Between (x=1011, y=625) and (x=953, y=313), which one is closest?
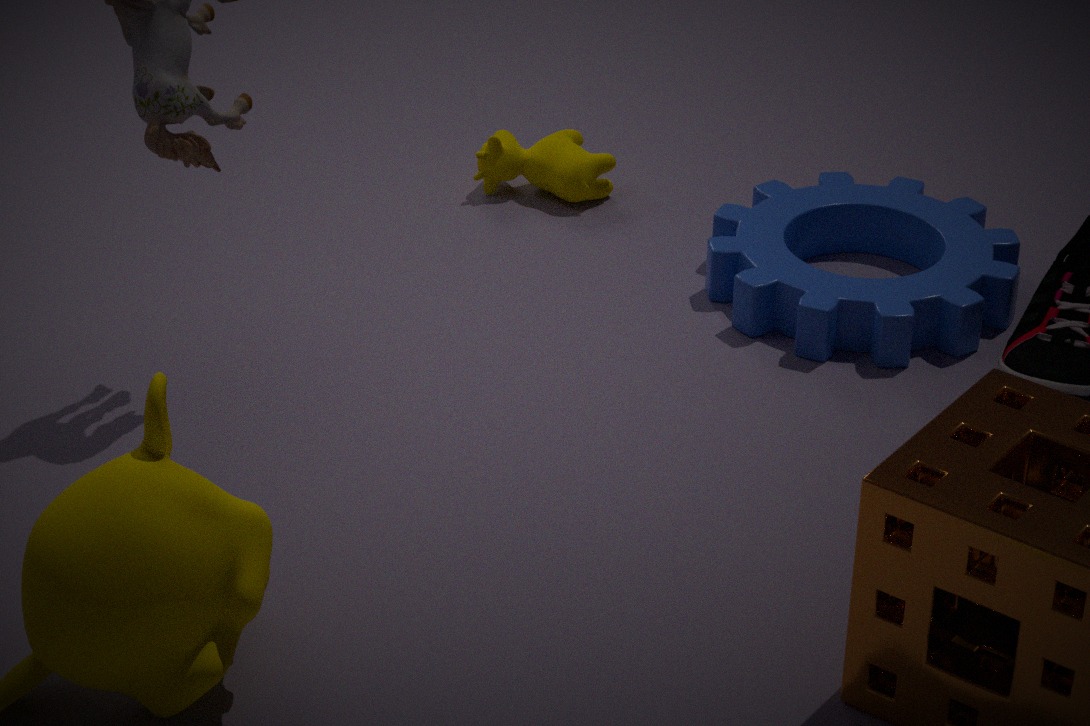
(x=1011, y=625)
